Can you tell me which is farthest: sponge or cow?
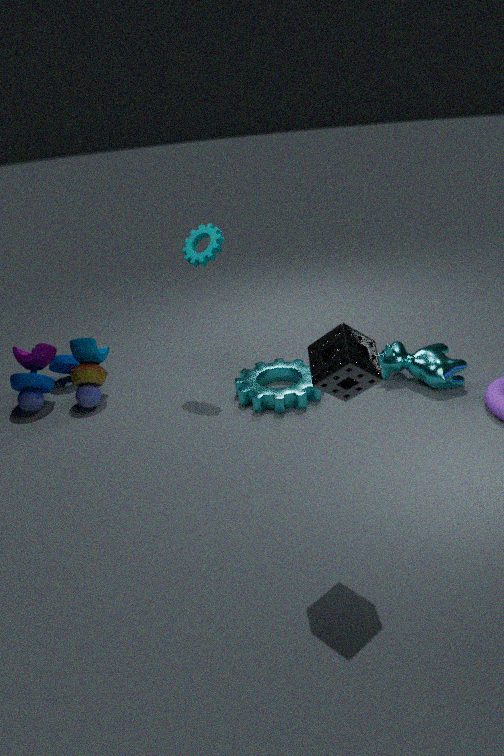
cow
